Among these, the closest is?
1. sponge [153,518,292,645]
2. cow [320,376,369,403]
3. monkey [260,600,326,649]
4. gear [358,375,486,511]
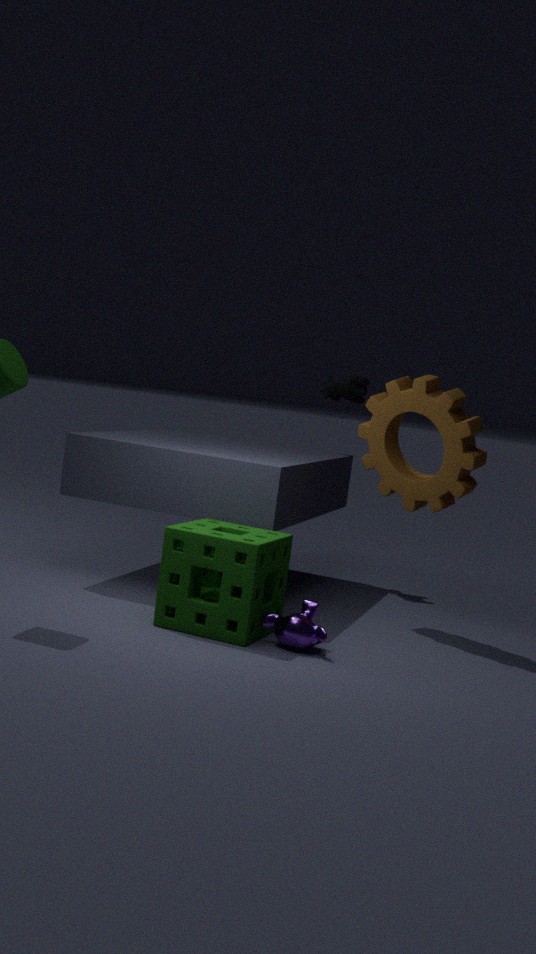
monkey [260,600,326,649]
